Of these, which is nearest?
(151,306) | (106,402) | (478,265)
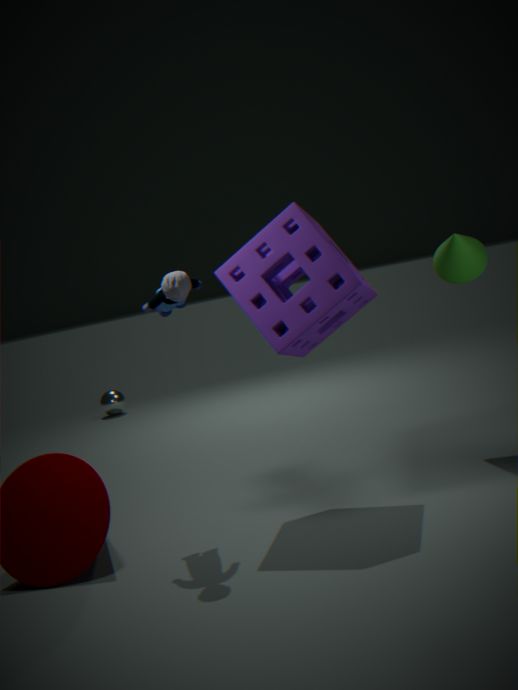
(151,306)
